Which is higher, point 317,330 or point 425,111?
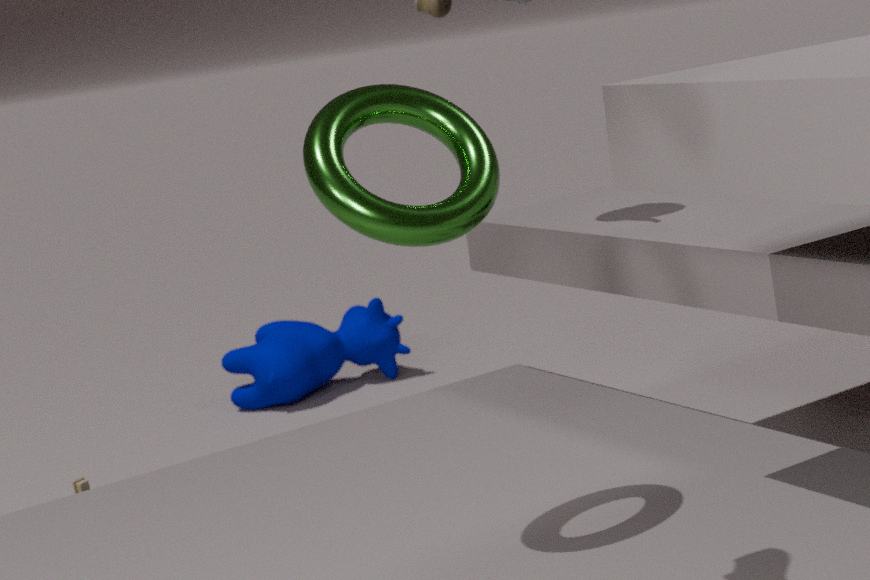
point 425,111
